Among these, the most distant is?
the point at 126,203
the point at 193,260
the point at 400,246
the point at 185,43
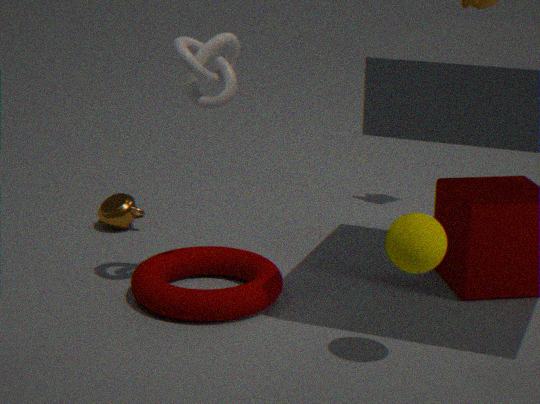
the point at 126,203
